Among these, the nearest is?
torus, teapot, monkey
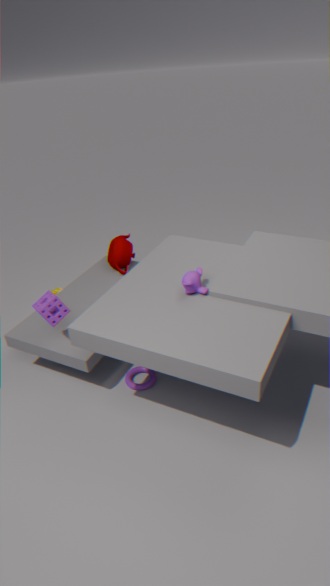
monkey
